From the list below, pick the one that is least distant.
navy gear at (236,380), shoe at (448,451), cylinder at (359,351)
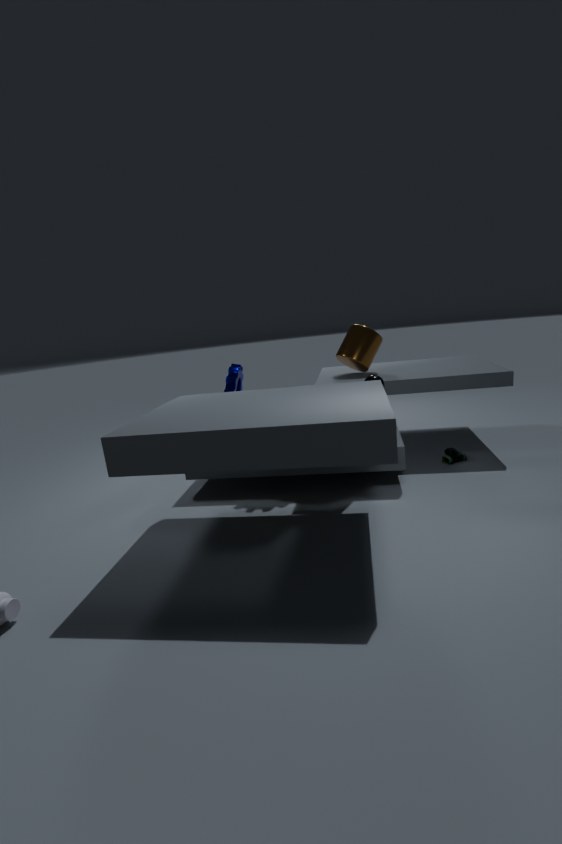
shoe at (448,451)
